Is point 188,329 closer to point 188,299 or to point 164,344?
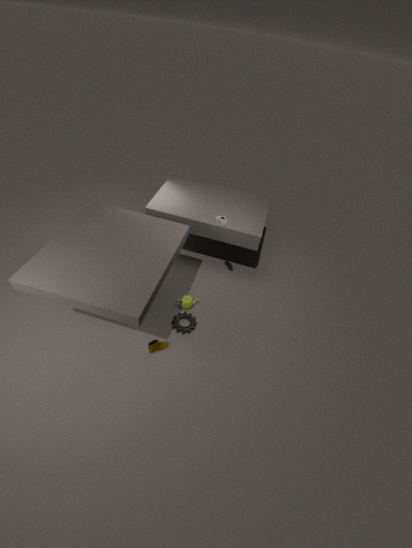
point 188,299
